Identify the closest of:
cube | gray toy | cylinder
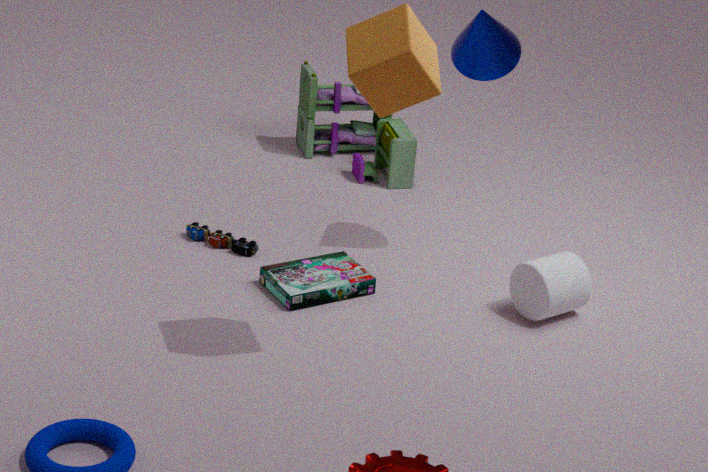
cube
